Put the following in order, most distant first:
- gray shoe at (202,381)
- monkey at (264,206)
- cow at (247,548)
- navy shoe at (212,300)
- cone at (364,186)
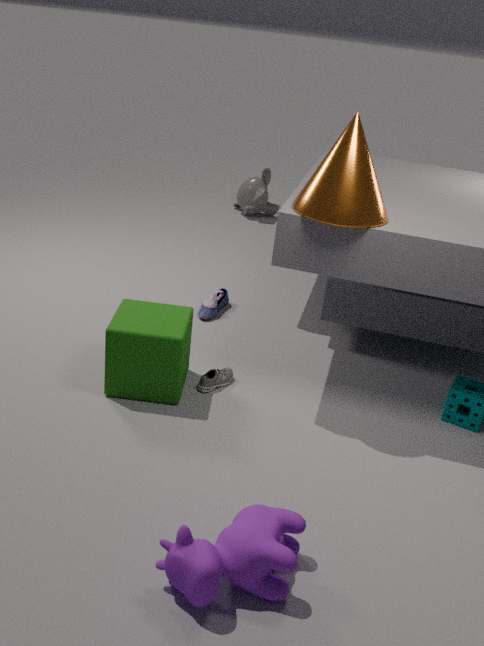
monkey at (264,206)
navy shoe at (212,300)
gray shoe at (202,381)
cone at (364,186)
cow at (247,548)
